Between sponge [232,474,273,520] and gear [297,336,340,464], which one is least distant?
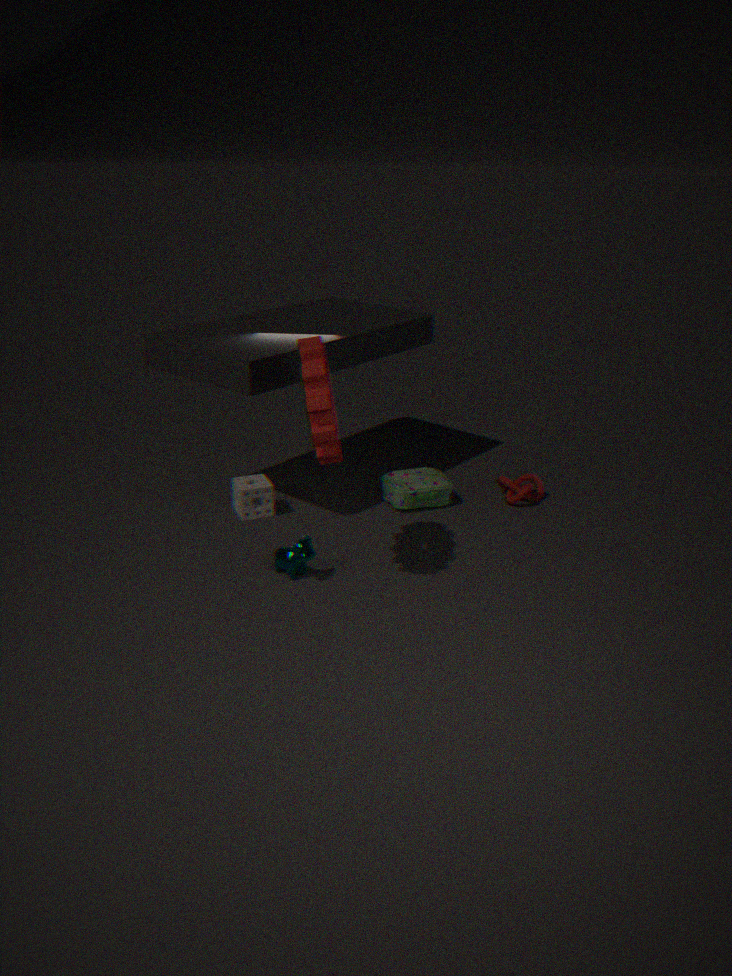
gear [297,336,340,464]
